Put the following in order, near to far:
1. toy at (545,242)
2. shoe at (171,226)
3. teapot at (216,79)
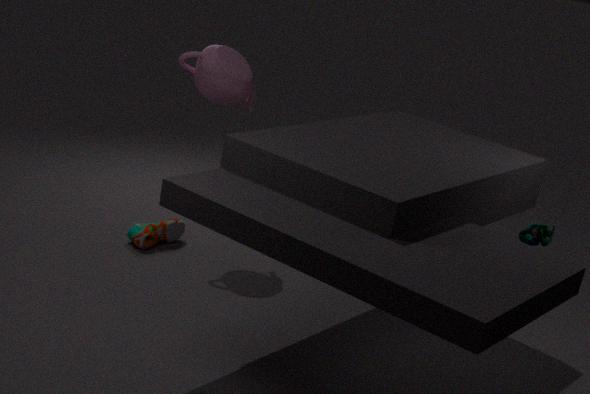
toy at (545,242) < teapot at (216,79) < shoe at (171,226)
